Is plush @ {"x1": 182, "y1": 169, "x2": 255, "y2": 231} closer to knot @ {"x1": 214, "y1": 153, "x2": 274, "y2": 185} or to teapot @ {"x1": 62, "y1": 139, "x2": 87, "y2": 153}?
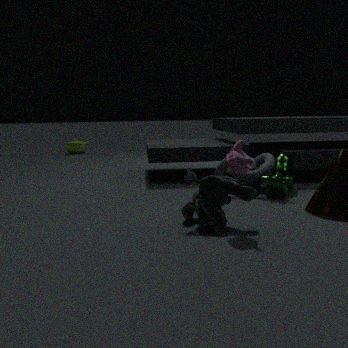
knot @ {"x1": 214, "y1": 153, "x2": 274, "y2": 185}
